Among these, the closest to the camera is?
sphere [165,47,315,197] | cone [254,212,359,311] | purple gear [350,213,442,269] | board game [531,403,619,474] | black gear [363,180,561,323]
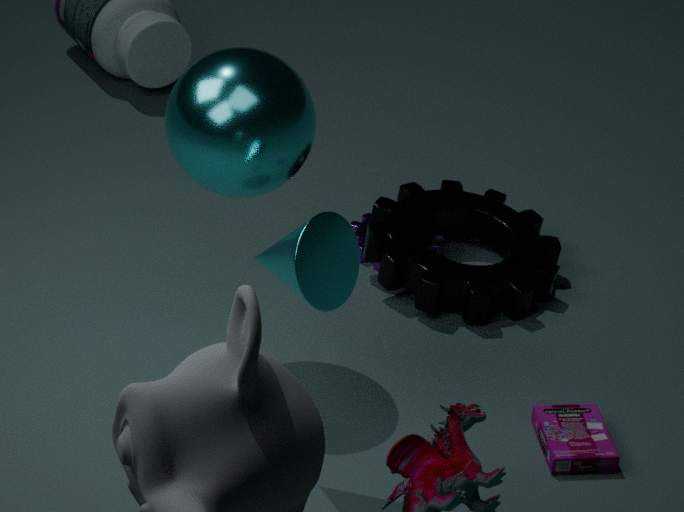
cone [254,212,359,311]
